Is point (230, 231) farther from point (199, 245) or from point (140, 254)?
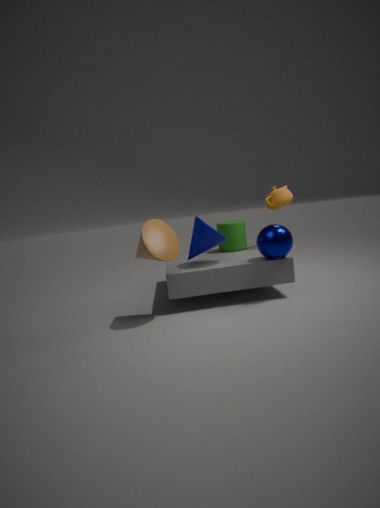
point (140, 254)
